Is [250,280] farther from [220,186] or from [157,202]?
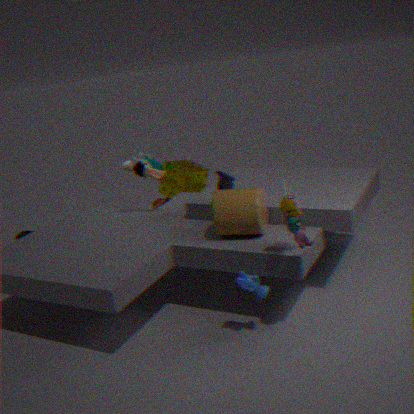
[157,202]
